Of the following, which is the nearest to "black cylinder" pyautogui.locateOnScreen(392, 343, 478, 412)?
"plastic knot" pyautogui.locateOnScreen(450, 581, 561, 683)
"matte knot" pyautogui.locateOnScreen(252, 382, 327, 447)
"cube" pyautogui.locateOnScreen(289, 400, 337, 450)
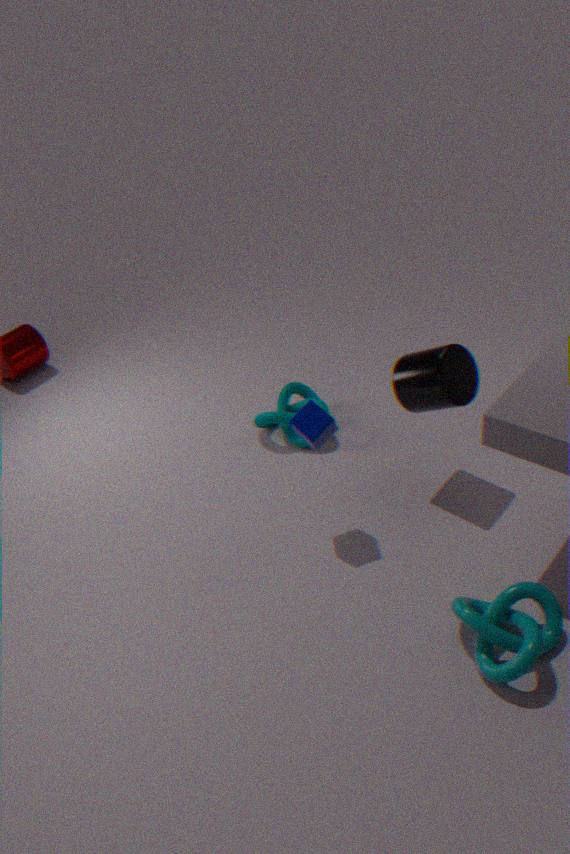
"cube" pyautogui.locateOnScreen(289, 400, 337, 450)
